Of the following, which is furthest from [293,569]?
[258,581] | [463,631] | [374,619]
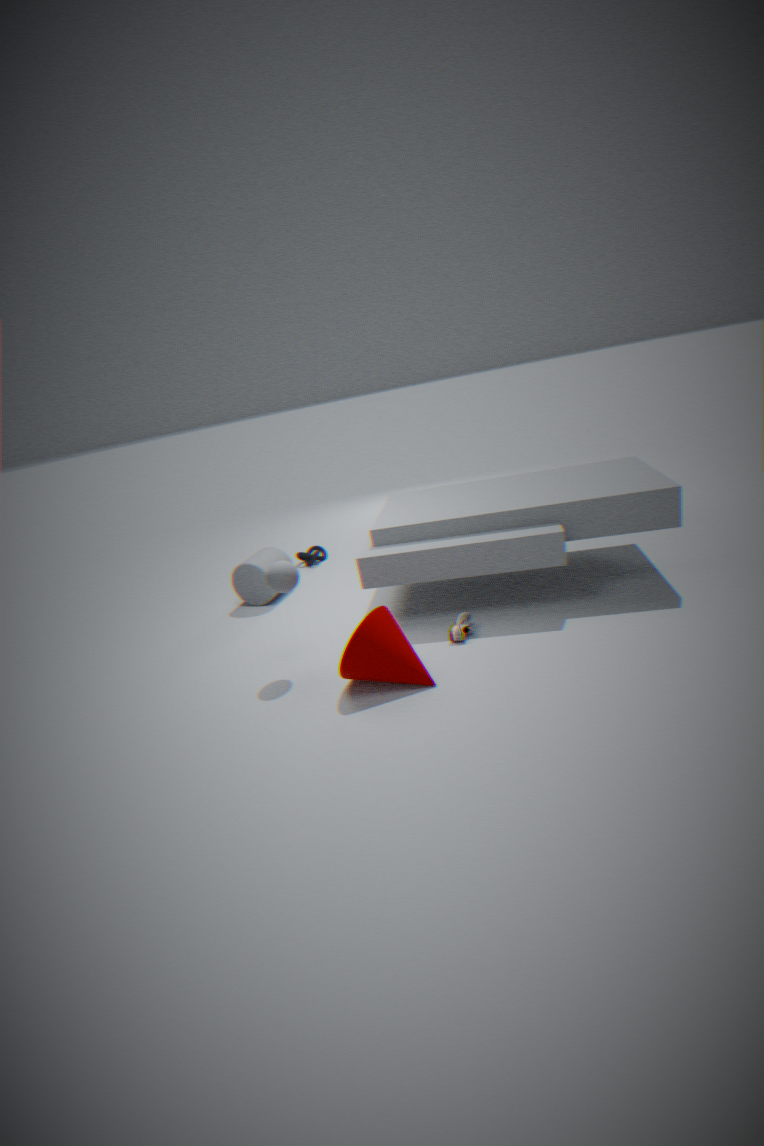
[258,581]
